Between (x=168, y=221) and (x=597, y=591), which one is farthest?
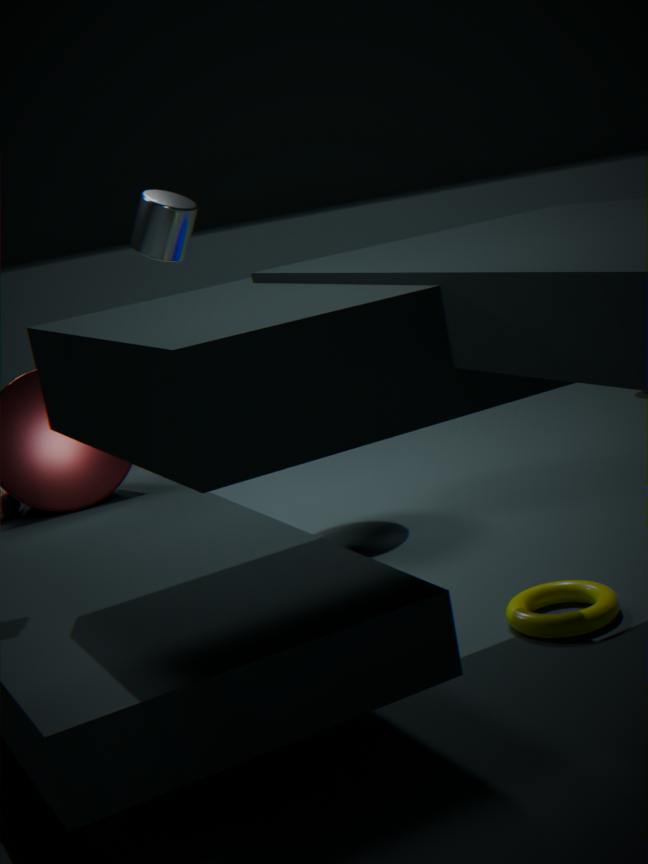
(x=168, y=221)
